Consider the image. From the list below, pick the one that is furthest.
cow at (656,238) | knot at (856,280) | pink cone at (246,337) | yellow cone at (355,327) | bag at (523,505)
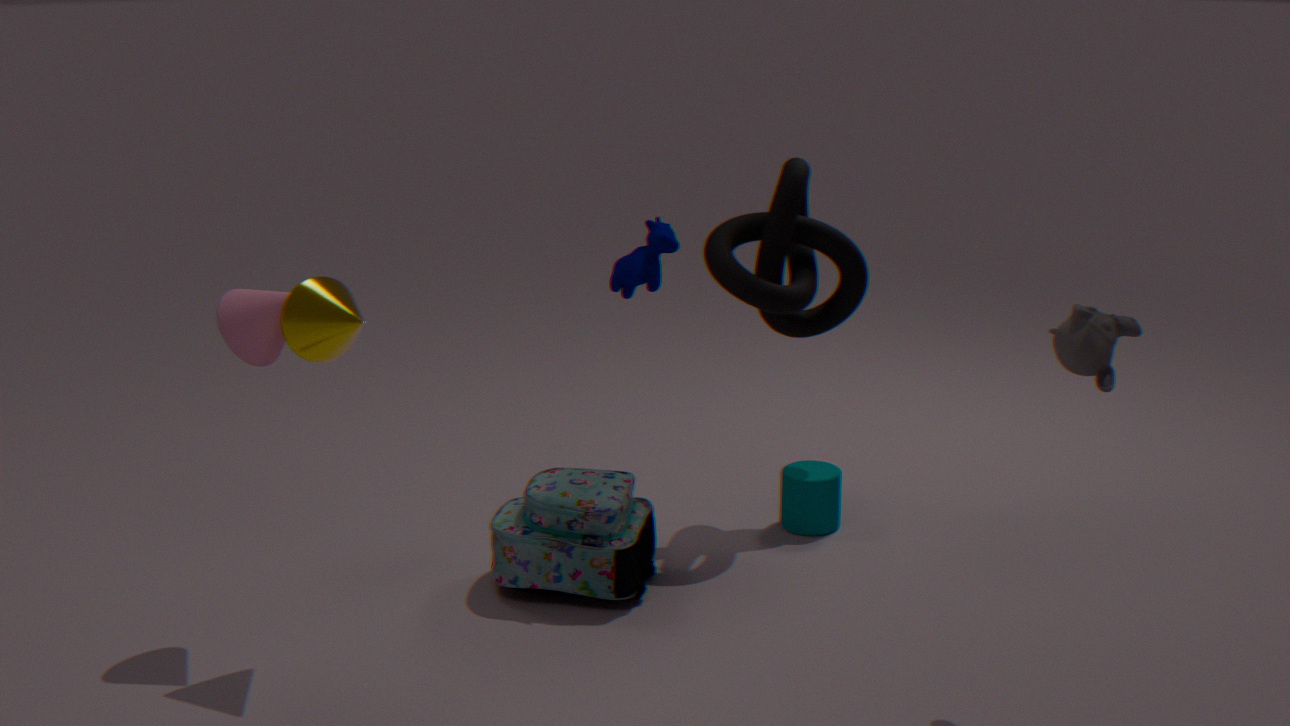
cow at (656,238)
